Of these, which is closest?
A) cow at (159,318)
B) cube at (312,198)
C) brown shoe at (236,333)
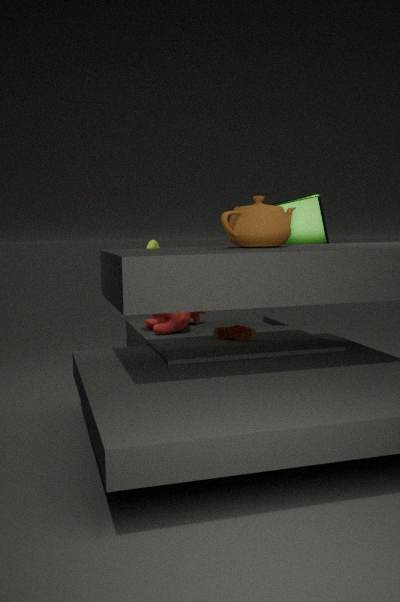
brown shoe at (236,333)
